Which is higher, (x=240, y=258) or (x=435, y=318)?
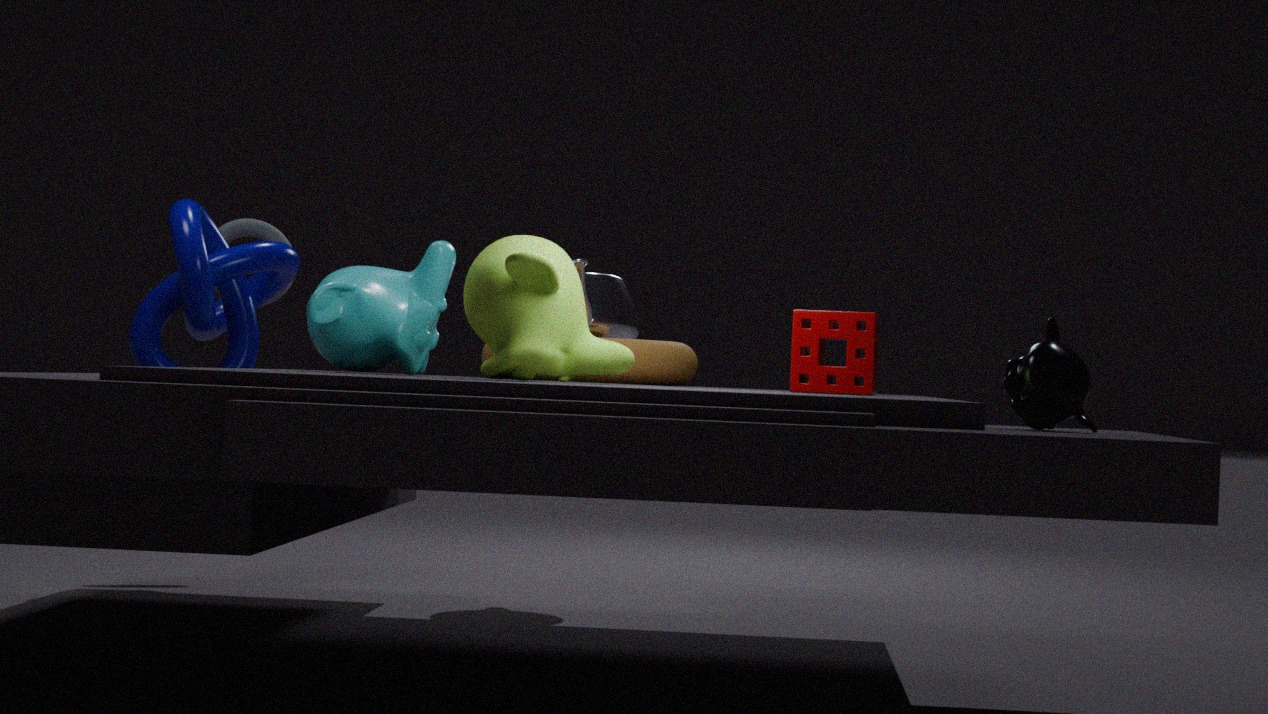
(x=240, y=258)
